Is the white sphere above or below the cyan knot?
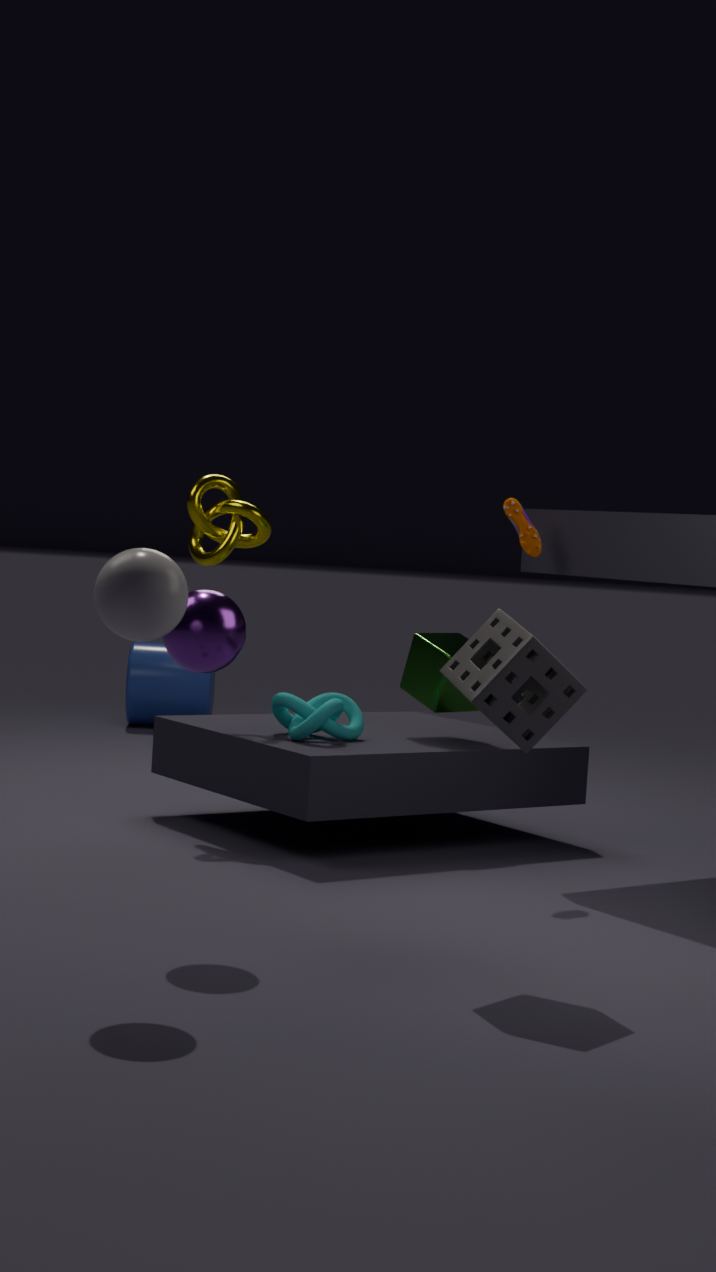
above
